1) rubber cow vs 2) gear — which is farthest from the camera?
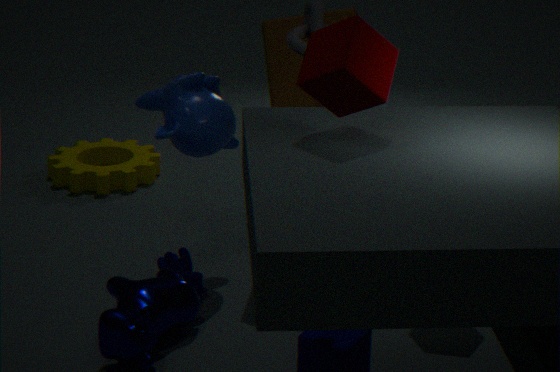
2. gear
